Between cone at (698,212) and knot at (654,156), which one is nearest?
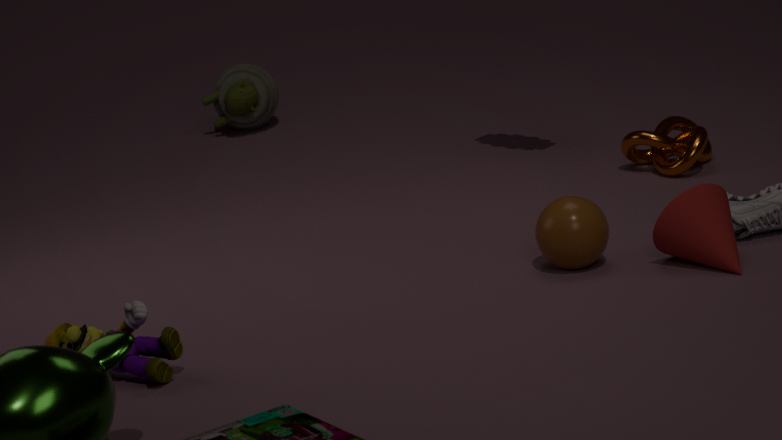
cone at (698,212)
